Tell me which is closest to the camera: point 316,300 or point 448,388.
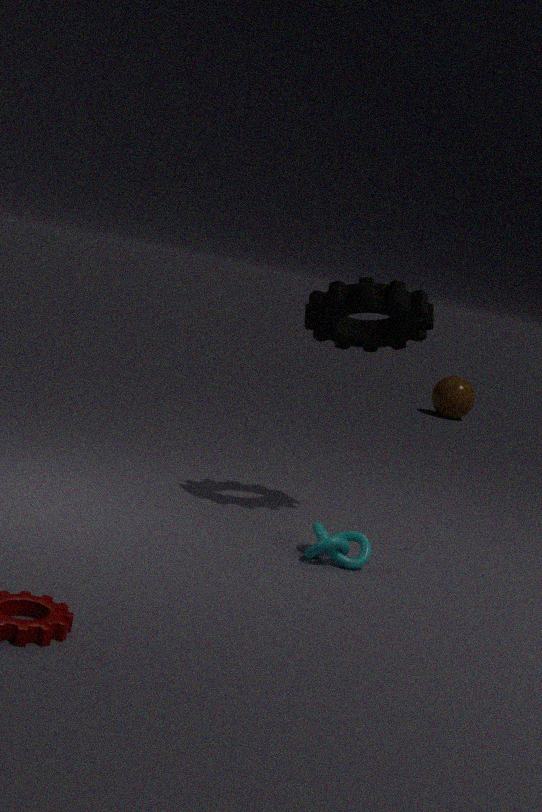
point 316,300
